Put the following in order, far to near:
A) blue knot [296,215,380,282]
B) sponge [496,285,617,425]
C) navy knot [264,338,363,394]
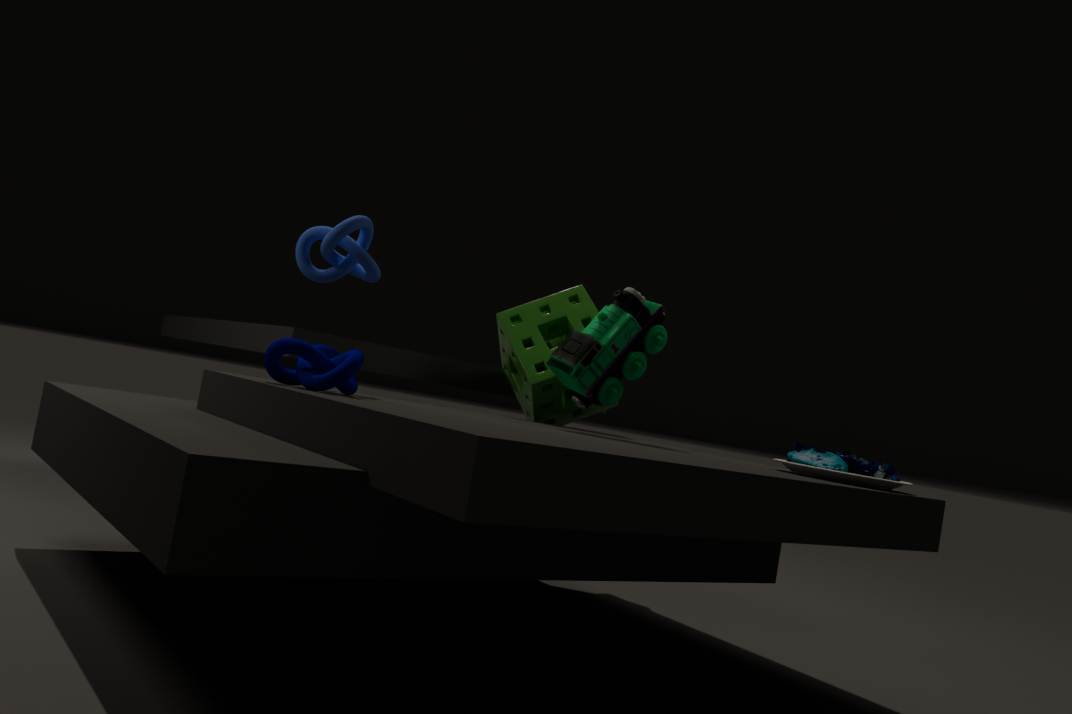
sponge [496,285,617,425] < blue knot [296,215,380,282] < navy knot [264,338,363,394]
